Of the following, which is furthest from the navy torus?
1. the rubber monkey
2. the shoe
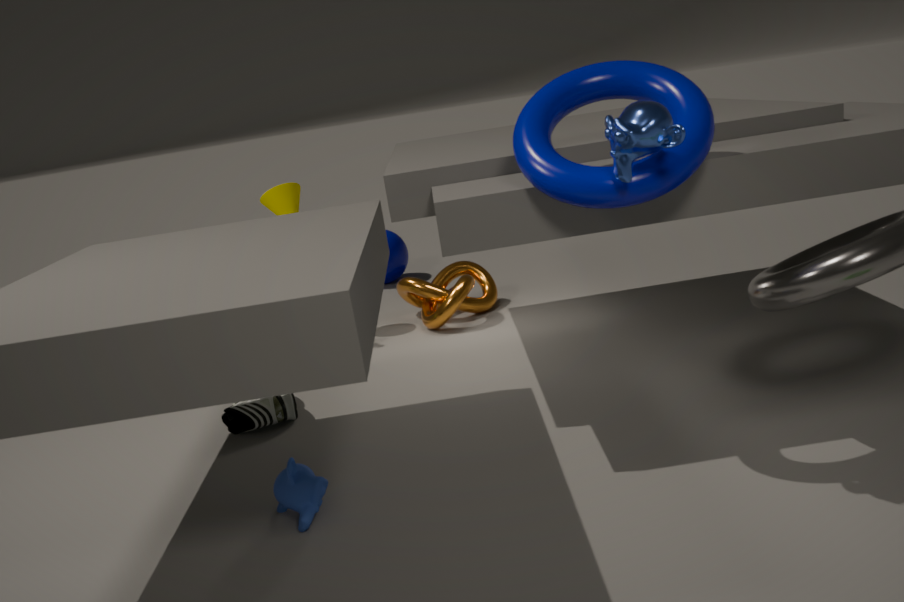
the shoe
